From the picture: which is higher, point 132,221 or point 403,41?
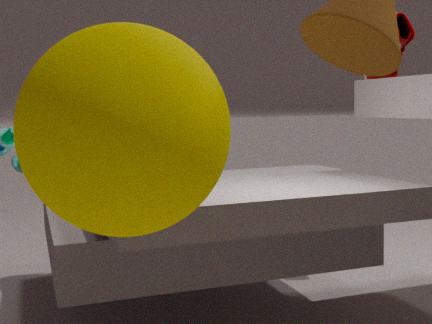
point 403,41
